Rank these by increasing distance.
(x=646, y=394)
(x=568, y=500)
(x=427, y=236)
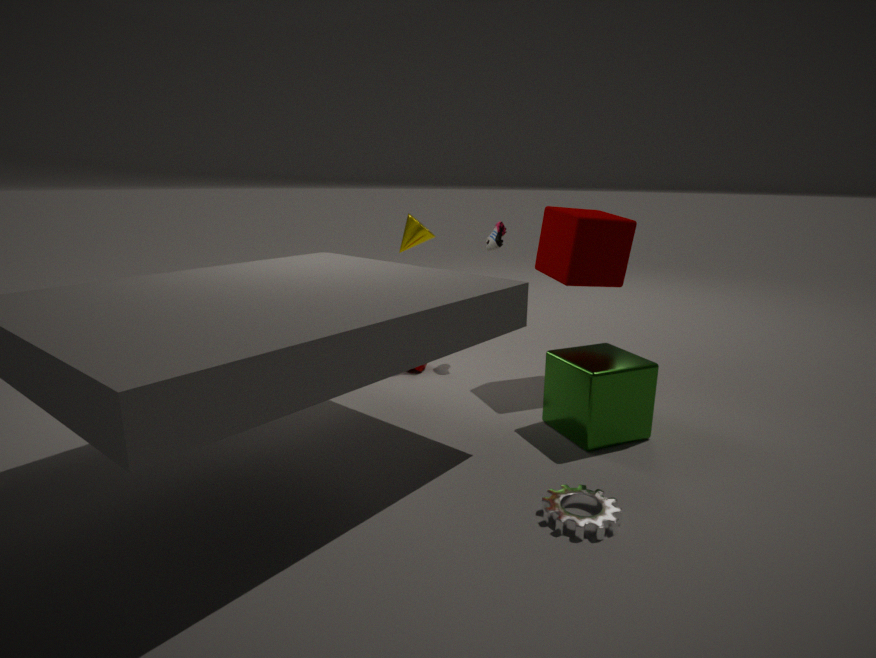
(x=568, y=500) < (x=646, y=394) < (x=427, y=236)
